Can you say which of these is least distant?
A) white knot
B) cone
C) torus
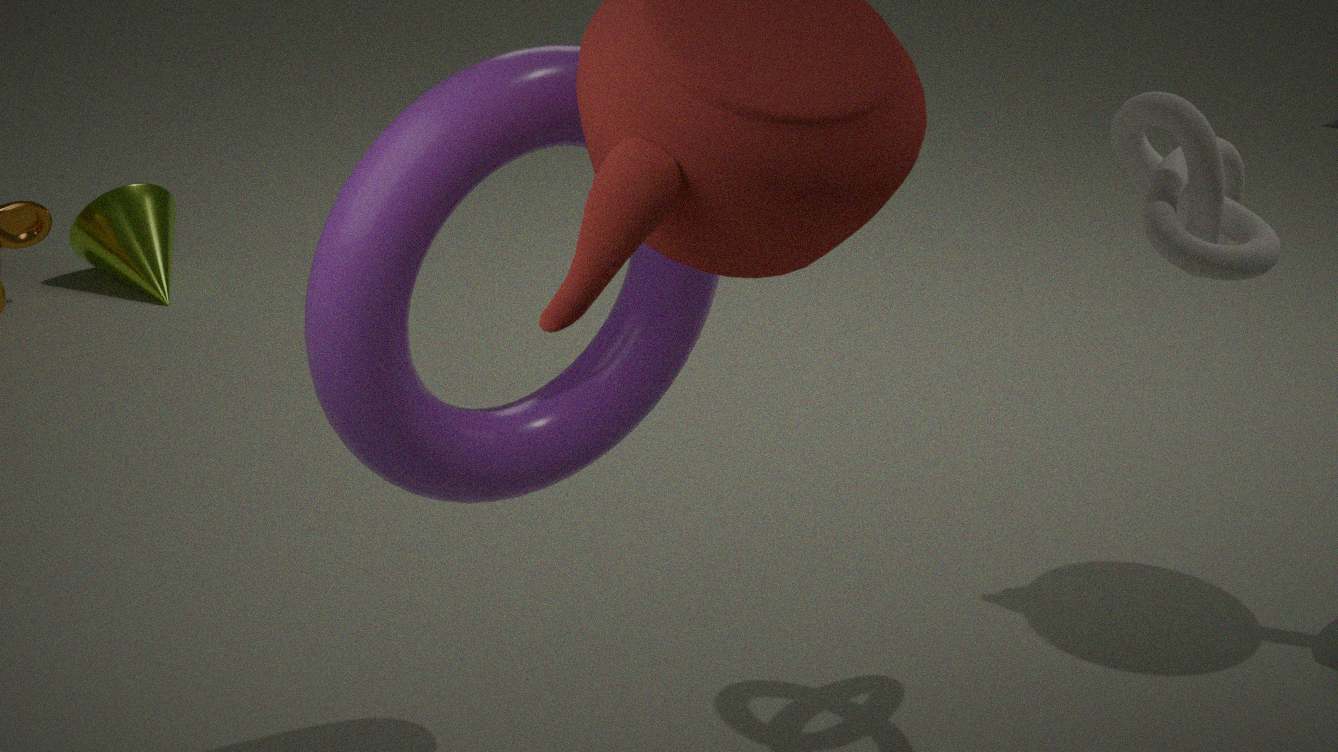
torus
